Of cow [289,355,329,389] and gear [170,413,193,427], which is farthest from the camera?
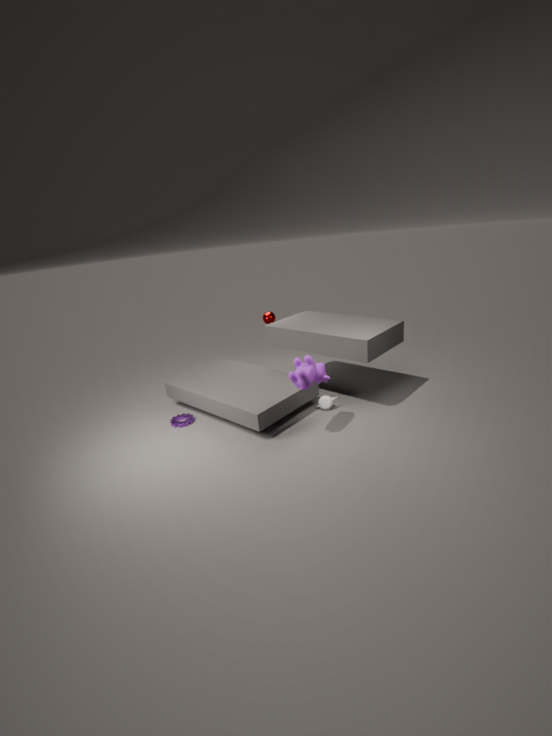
gear [170,413,193,427]
